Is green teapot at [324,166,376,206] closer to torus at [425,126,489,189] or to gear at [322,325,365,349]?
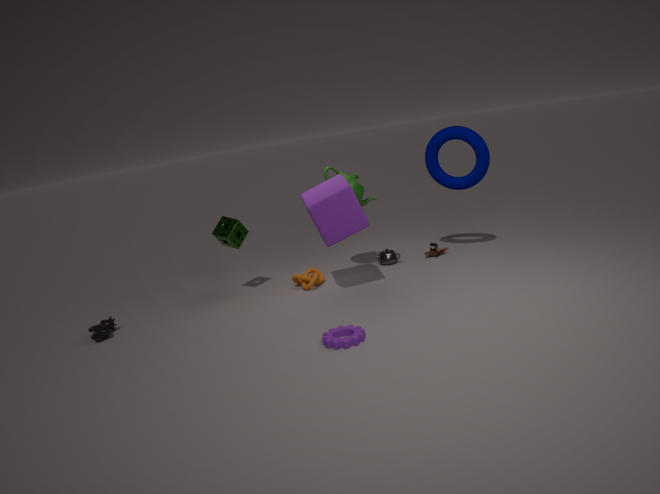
torus at [425,126,489,189]
